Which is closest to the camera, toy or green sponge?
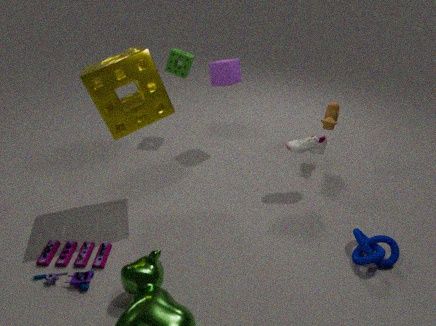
toy
